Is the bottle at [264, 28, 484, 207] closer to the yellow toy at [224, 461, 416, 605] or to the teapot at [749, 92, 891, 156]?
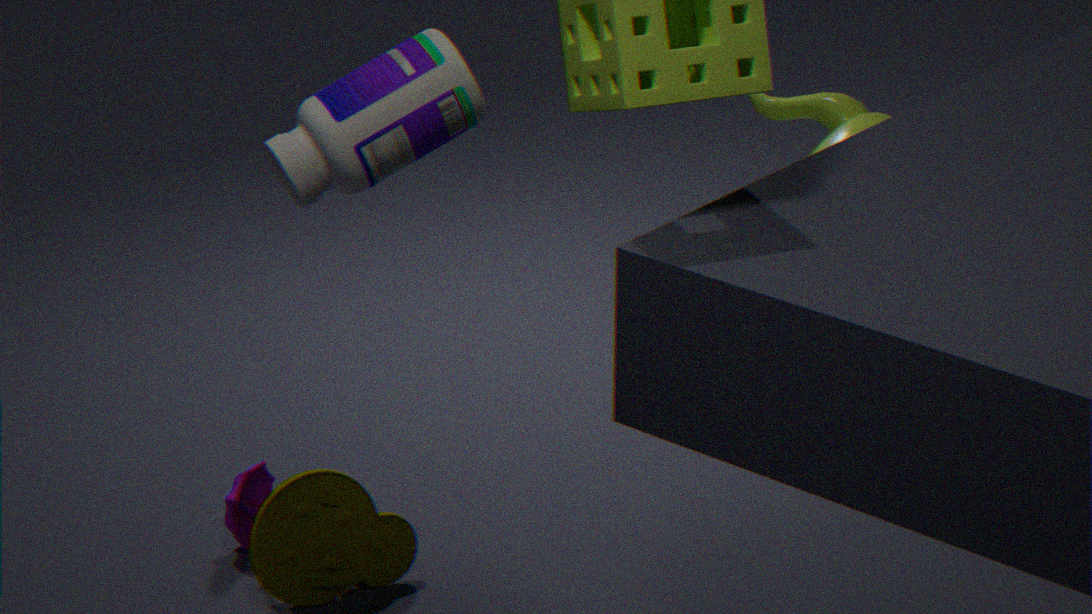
Result: the teapot at [749, 92, 891, 156]
